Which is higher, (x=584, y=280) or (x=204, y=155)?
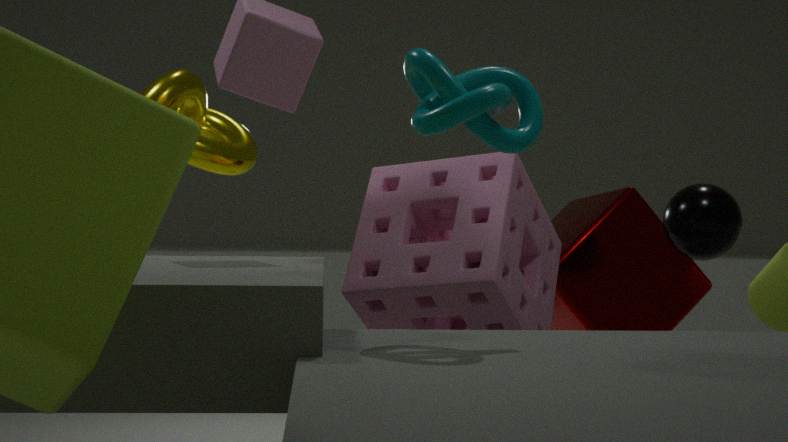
(x=204, y=155)
